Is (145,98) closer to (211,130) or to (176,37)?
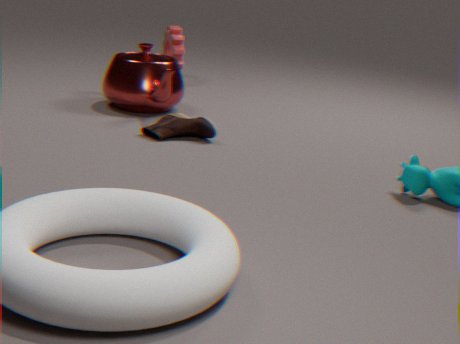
(211,130)
